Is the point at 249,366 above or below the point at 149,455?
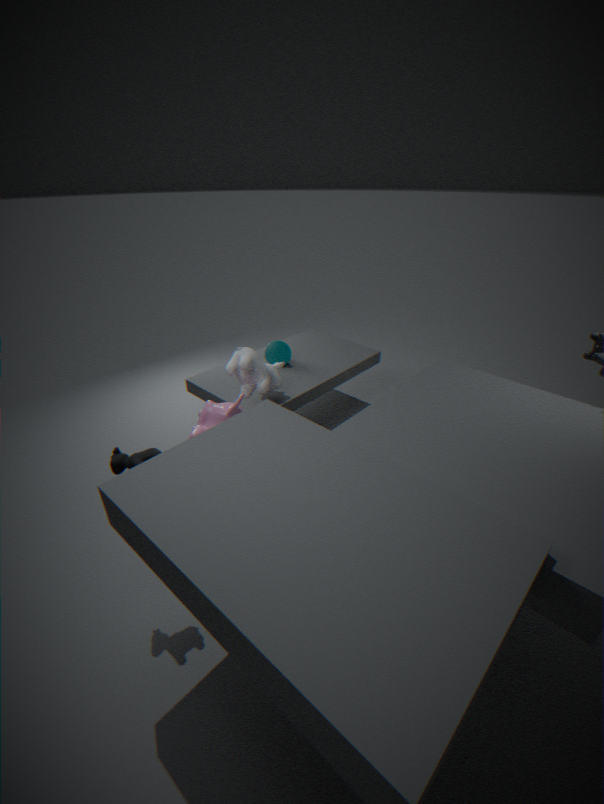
below
